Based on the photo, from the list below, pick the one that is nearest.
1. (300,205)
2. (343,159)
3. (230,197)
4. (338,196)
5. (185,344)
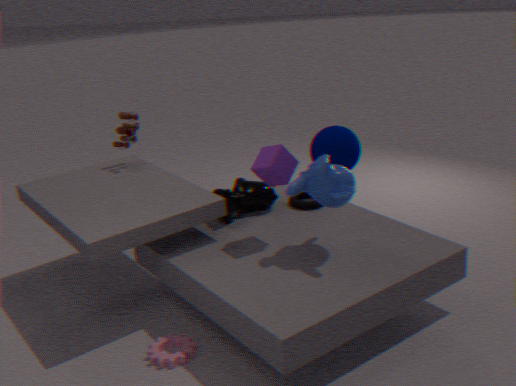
(338,196)
